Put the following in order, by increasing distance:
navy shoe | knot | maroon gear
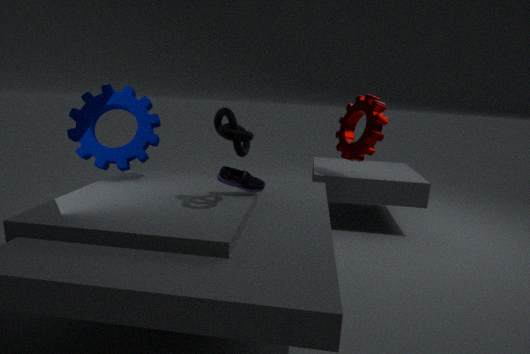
1. knot
2. navy shoe
3. maroon gear
